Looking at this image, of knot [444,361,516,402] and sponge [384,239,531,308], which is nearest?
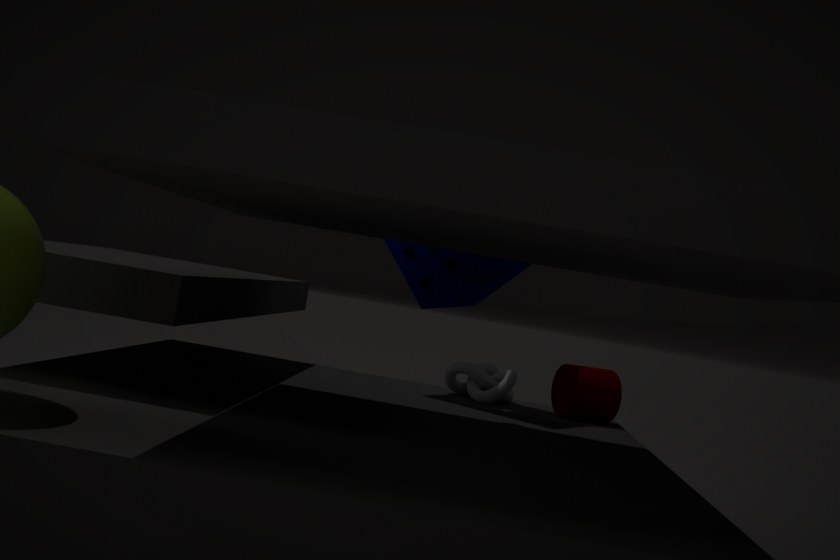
sponge [384,239,531,308]
